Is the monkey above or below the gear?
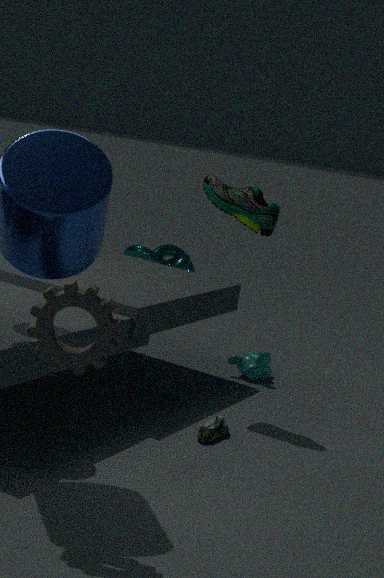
below
